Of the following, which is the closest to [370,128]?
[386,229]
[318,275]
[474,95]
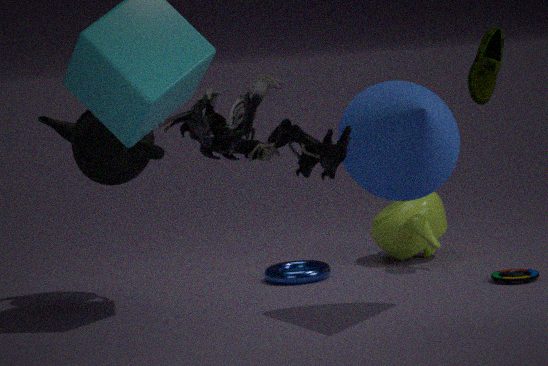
[474,95]
